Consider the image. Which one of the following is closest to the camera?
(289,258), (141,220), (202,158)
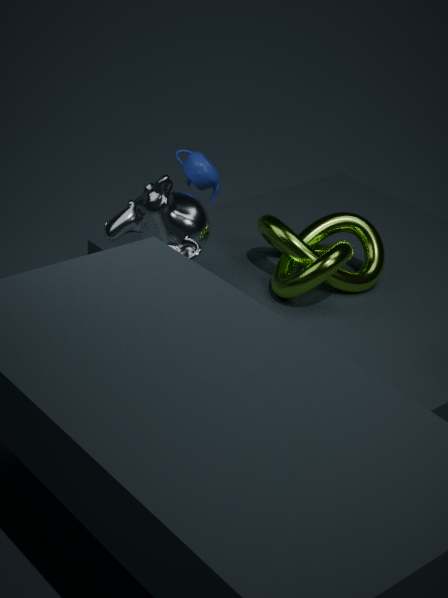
(141,220)
